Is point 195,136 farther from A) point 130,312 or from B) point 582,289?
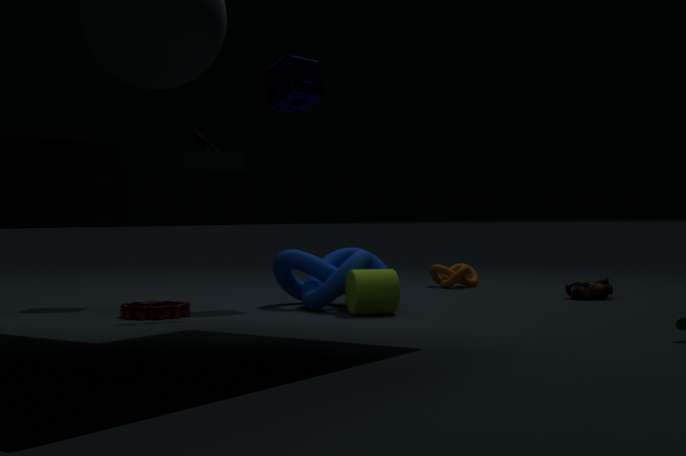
B) point 582,289
